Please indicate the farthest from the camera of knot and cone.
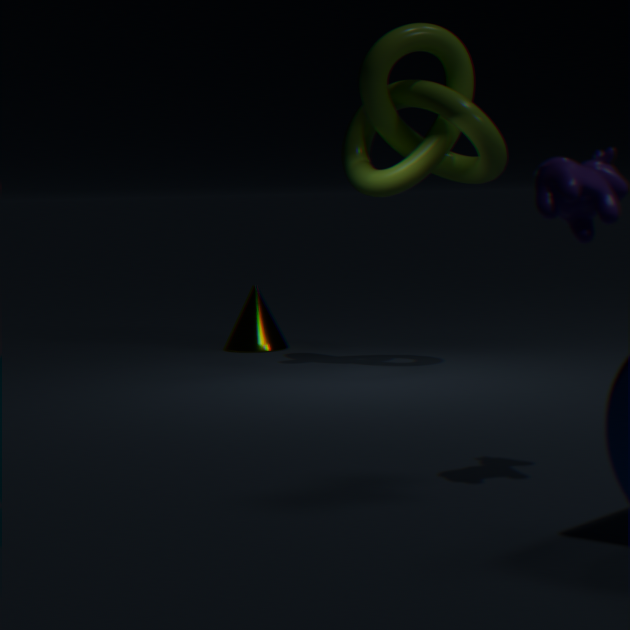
cone
